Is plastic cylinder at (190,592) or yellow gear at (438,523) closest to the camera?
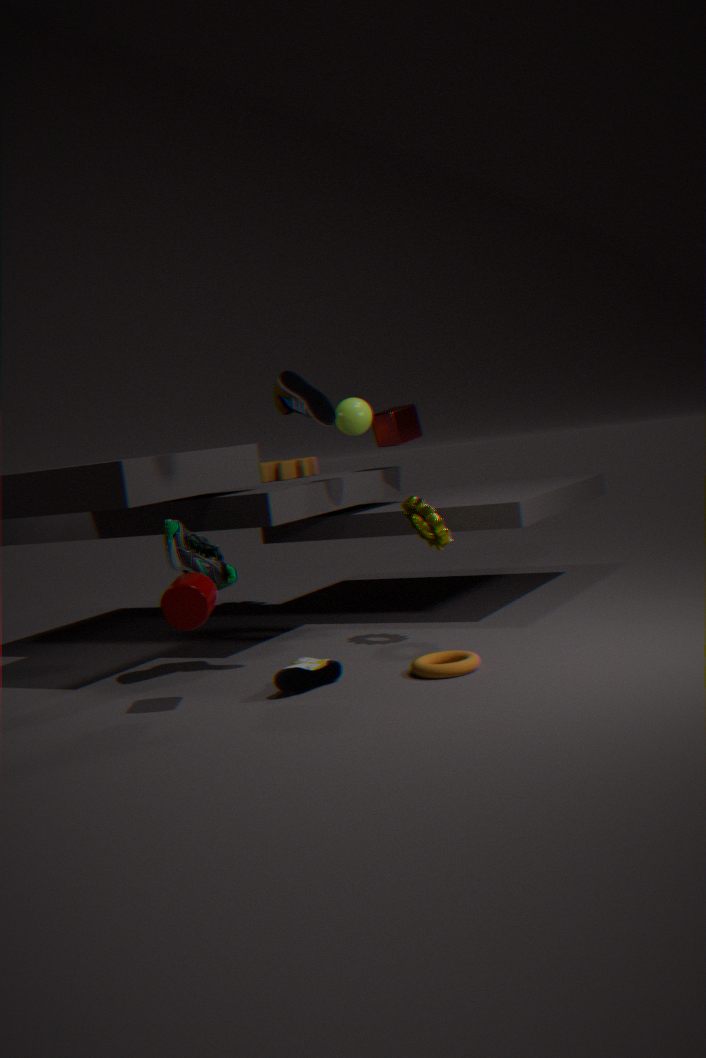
plastic cylinder at (190,592)
